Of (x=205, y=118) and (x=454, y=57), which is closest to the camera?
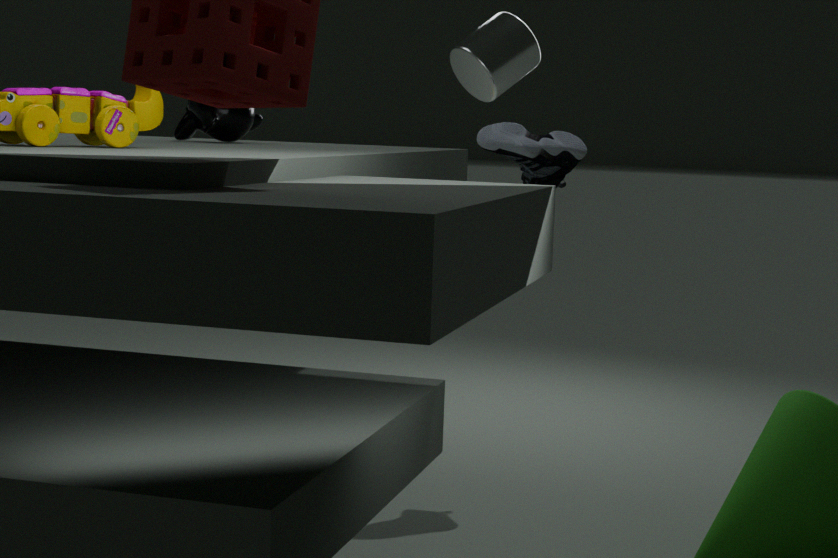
(x=205, y=118)
